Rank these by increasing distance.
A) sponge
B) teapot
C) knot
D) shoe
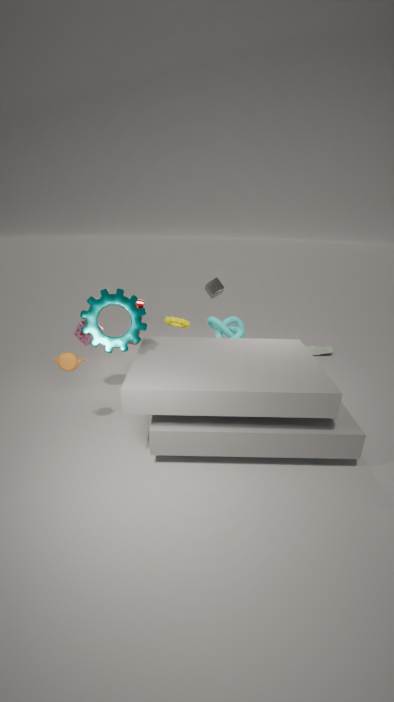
teapot
sponge
knot
shoe
